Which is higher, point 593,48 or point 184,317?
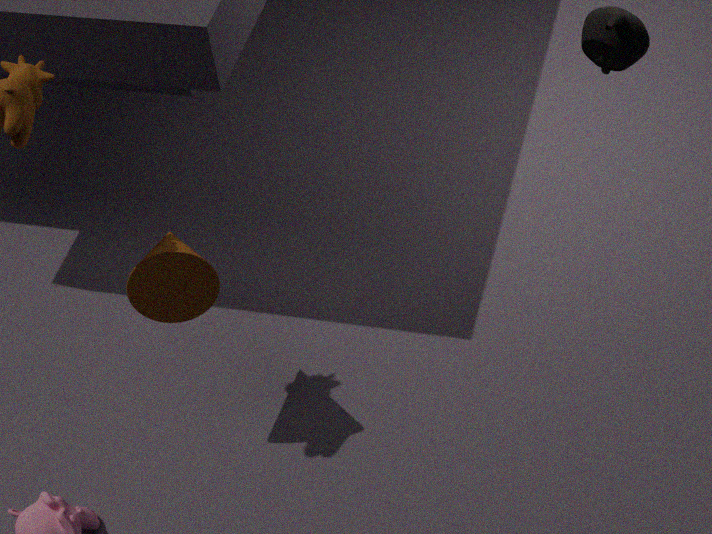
point 593,48
